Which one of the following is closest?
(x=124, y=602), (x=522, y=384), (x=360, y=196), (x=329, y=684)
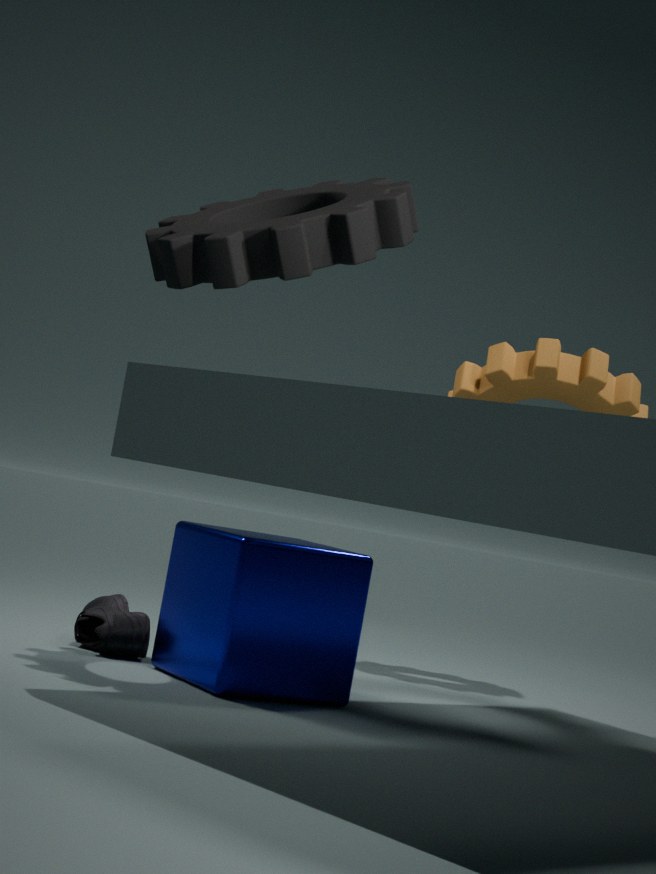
(x=360, y=196)
